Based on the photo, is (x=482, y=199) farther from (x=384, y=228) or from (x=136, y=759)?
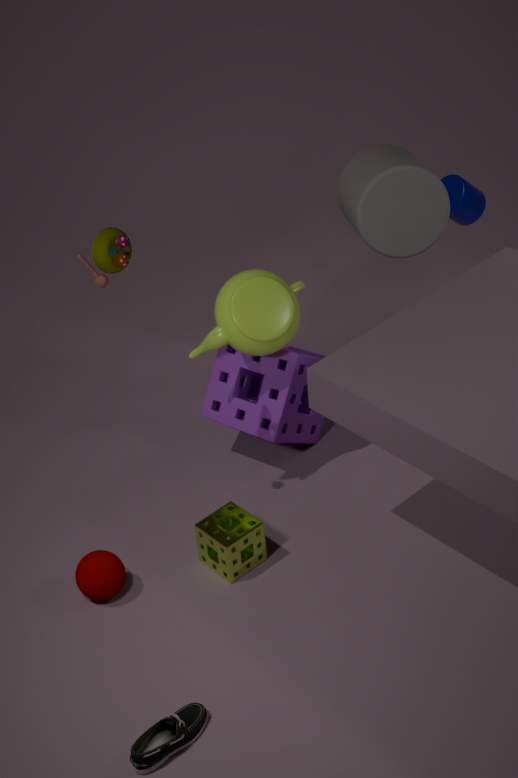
(x=136, y=759)
